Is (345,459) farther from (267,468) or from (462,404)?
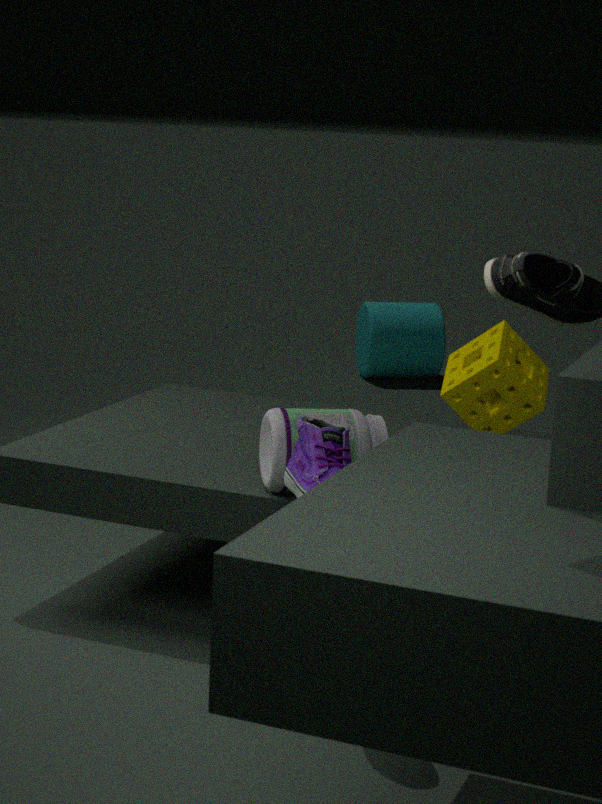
(462,404)
